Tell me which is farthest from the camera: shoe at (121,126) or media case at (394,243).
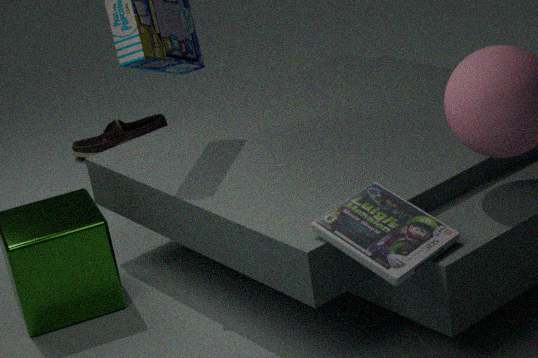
shoe at (121,126)
